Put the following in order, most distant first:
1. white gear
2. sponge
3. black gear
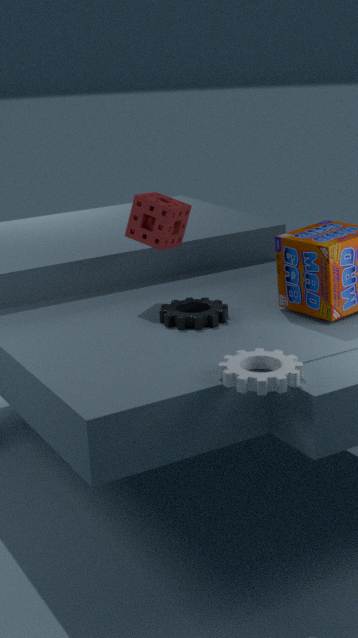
sponge → black gear → white gear
